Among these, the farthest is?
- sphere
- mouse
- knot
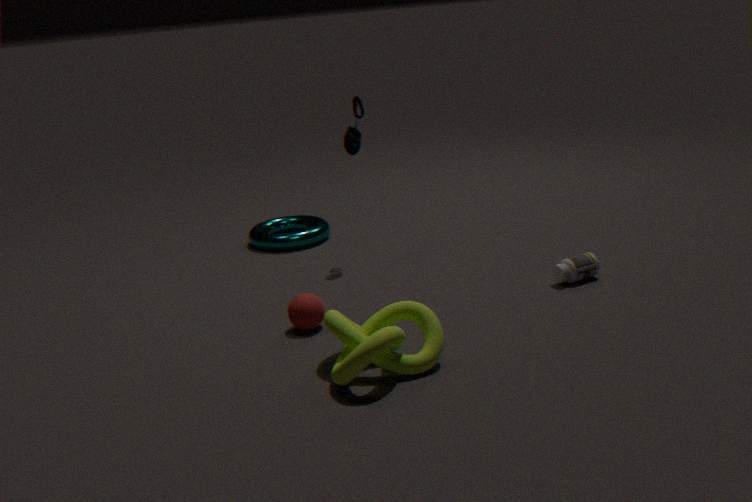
mouse
